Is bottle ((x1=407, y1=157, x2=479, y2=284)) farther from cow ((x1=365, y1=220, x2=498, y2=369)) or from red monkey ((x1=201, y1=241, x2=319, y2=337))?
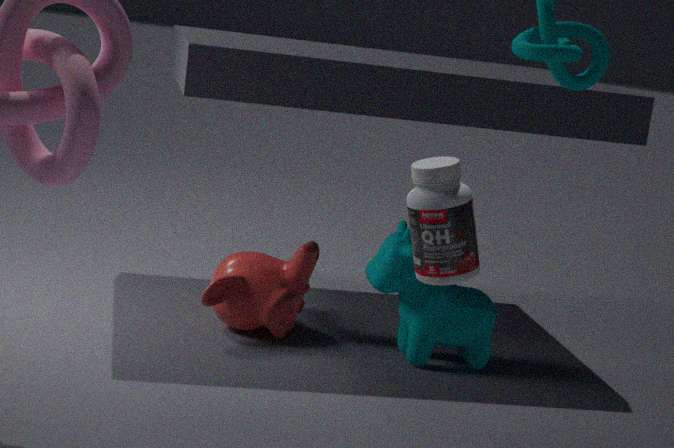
red monkey ((x1=201, y1=241, x2=319, y2=337))
